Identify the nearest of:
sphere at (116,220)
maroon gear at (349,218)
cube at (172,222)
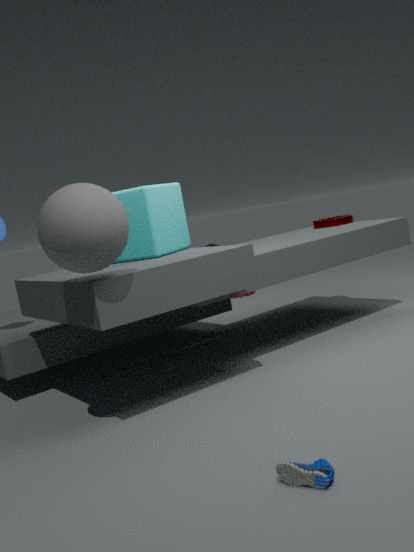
sphere at (116,220)
